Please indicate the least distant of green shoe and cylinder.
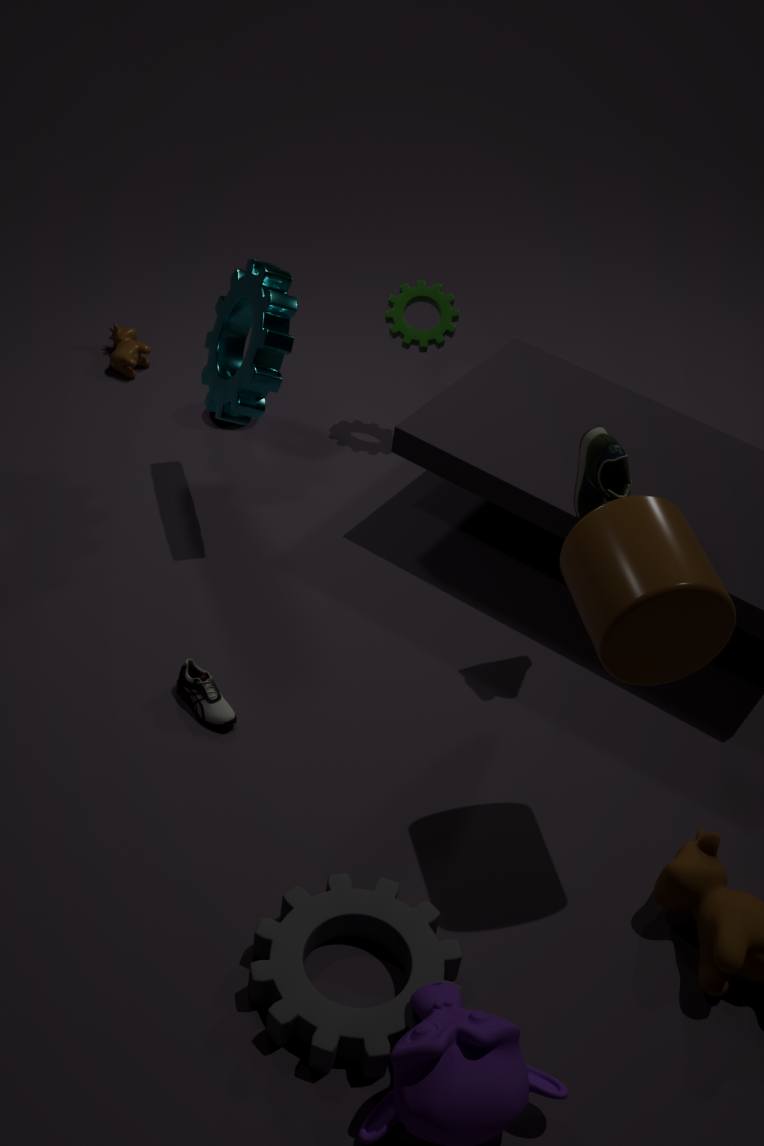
cylinder
